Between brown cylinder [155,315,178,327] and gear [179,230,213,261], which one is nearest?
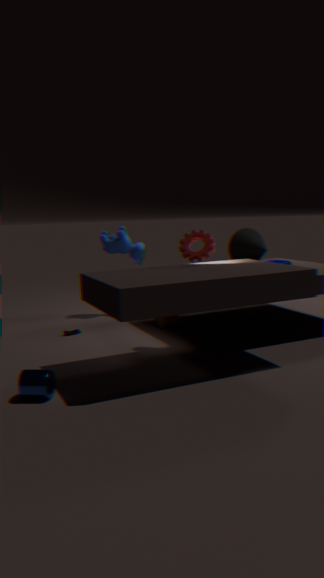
gear [179,230,213,261]
